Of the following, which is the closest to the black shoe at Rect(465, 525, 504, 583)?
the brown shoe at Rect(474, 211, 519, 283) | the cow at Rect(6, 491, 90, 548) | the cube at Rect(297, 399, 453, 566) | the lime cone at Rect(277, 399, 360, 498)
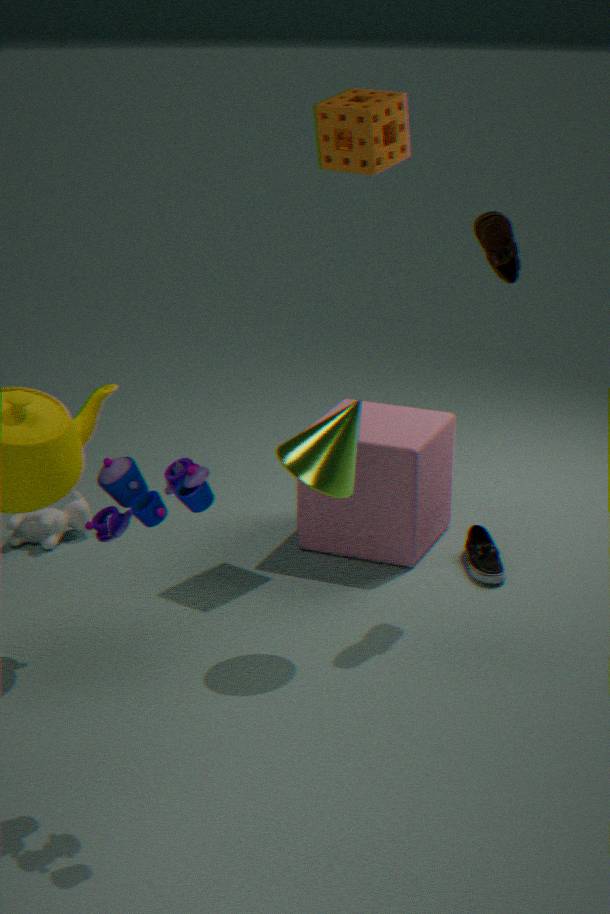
the cube at Rect(297, 399, 453, 566)
